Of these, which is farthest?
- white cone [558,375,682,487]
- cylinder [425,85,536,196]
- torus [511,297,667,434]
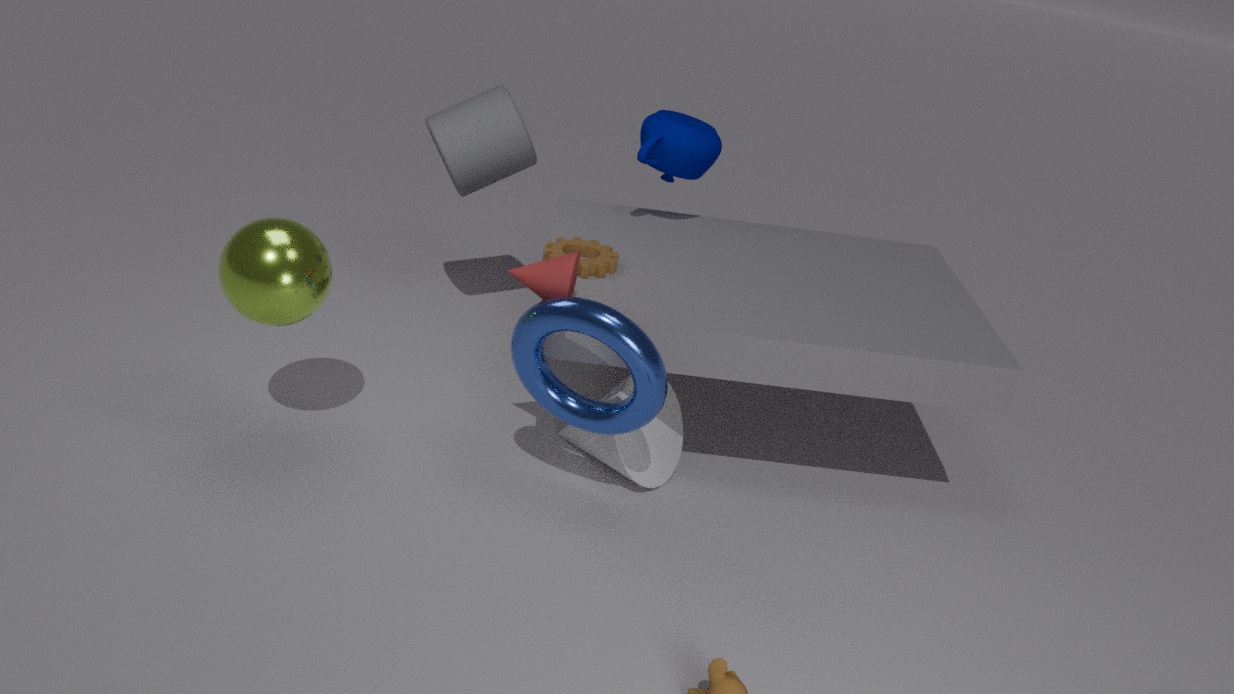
cylinder [425,85,536,196]
